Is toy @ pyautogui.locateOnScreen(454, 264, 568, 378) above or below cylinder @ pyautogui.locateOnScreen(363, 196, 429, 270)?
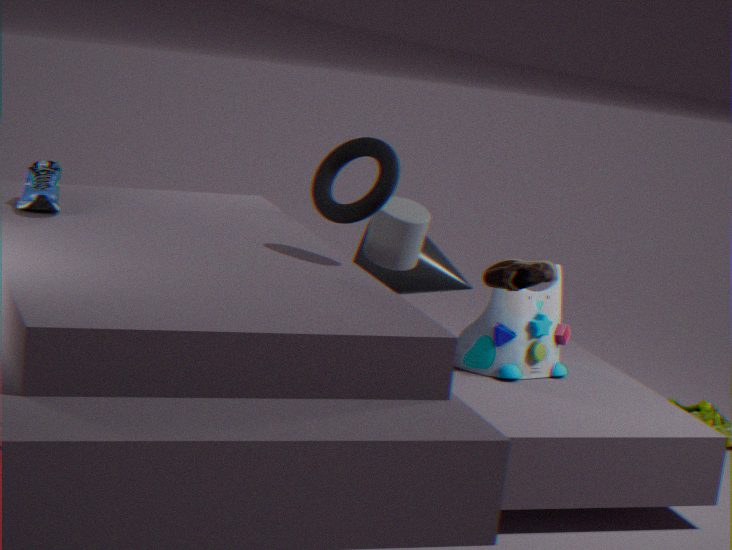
below
